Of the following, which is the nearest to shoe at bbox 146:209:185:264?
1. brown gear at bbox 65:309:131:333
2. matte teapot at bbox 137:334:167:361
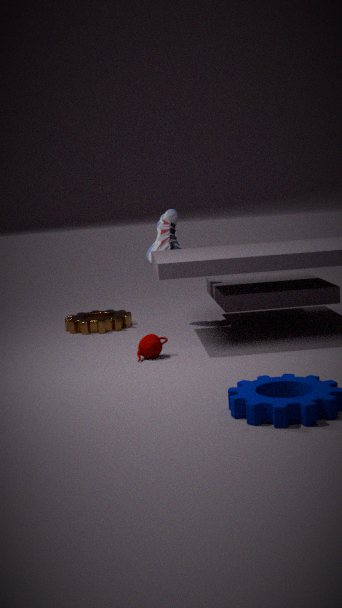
brown gear at bbox 65:309:131:333
